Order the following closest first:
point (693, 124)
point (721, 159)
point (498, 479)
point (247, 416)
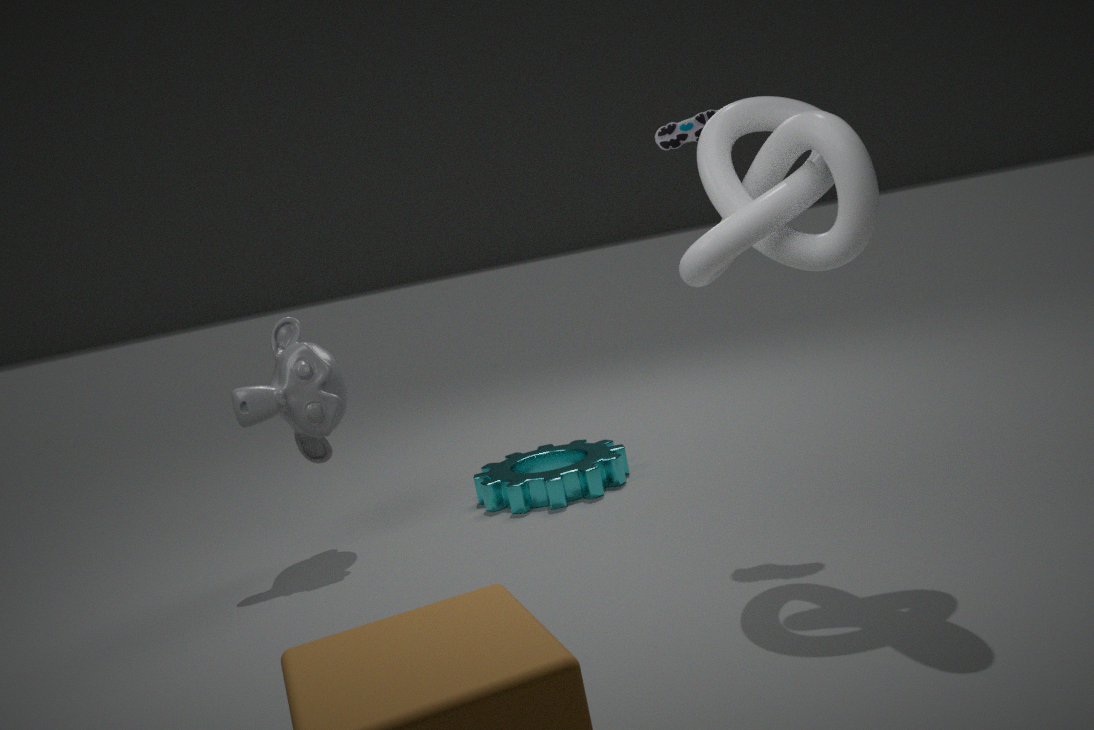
point (721, 159) < point (693, 124) < point (247, 416) < point (498, 479)
